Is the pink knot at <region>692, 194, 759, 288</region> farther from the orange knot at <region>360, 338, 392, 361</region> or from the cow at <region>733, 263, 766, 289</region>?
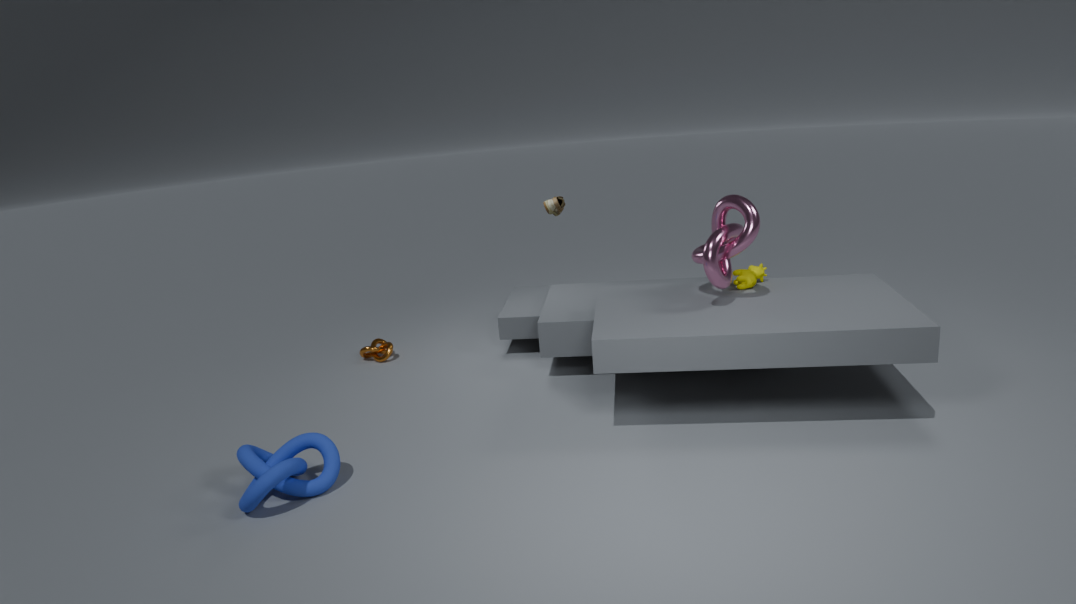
the orange knot at <region>360, 338, 392, 361</region>
